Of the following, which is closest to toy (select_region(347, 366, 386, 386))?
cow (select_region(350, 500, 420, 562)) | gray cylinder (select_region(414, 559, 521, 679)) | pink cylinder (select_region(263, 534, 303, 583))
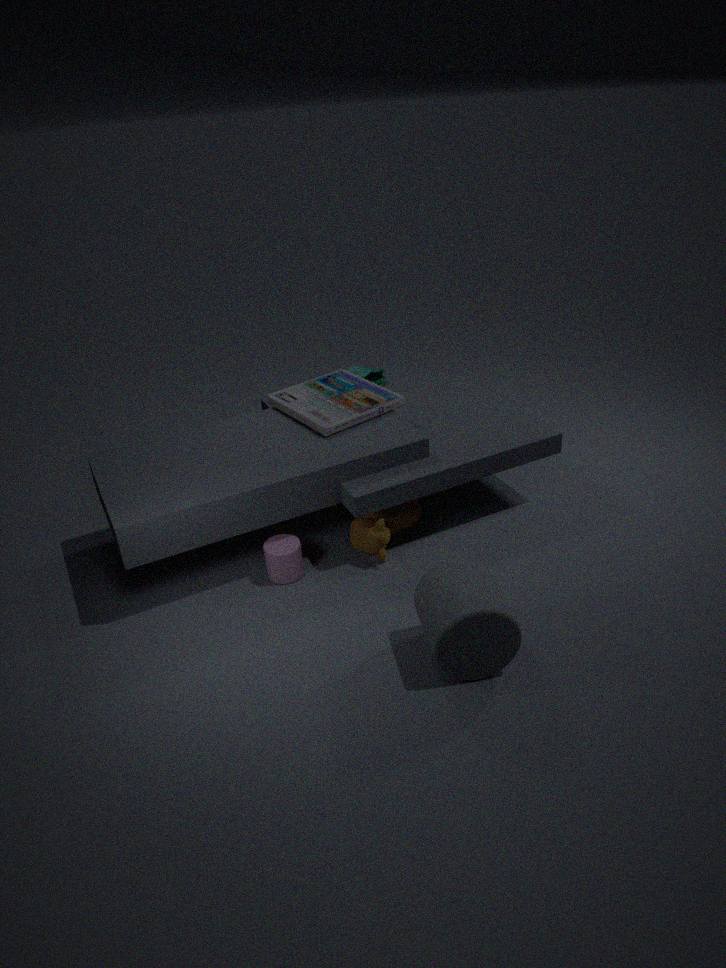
cow (select_region(350, 500, 420, 562))
